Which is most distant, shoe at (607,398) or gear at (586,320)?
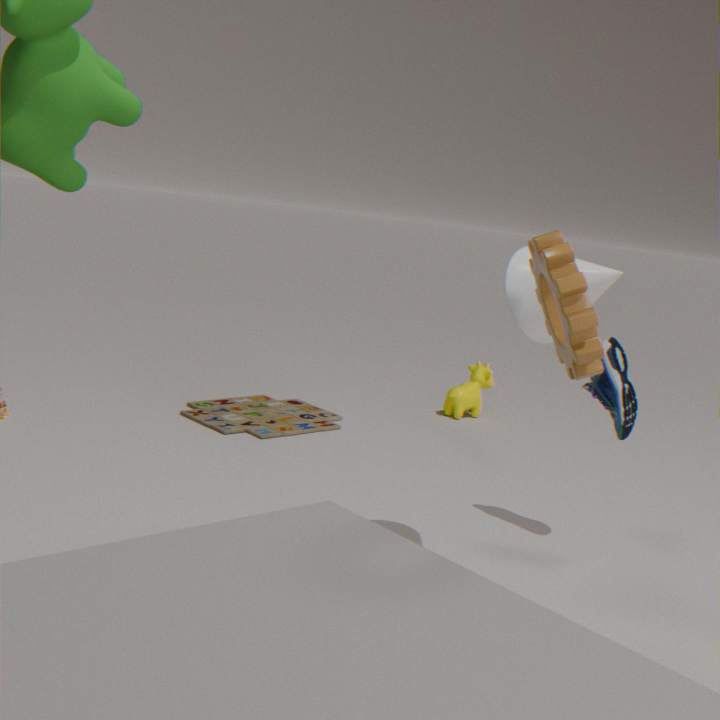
shoe at (607,398)
